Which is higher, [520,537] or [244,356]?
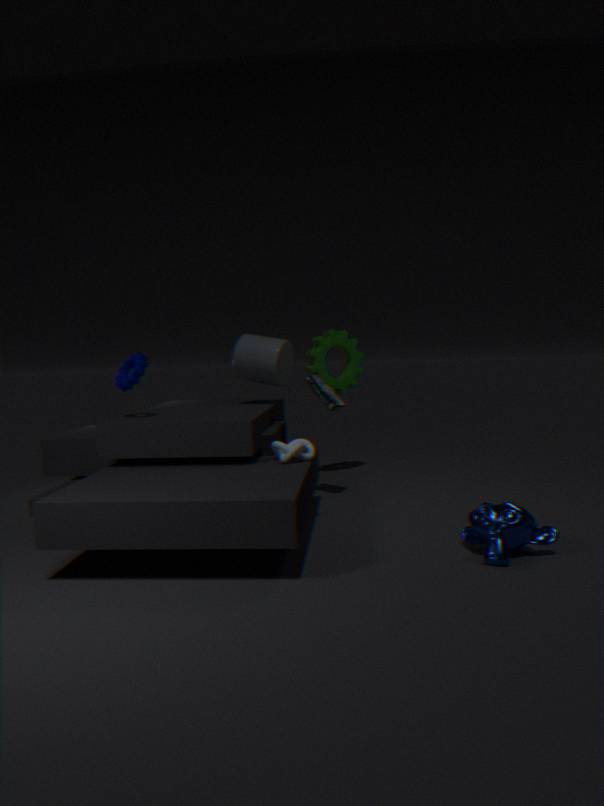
[244,356]
